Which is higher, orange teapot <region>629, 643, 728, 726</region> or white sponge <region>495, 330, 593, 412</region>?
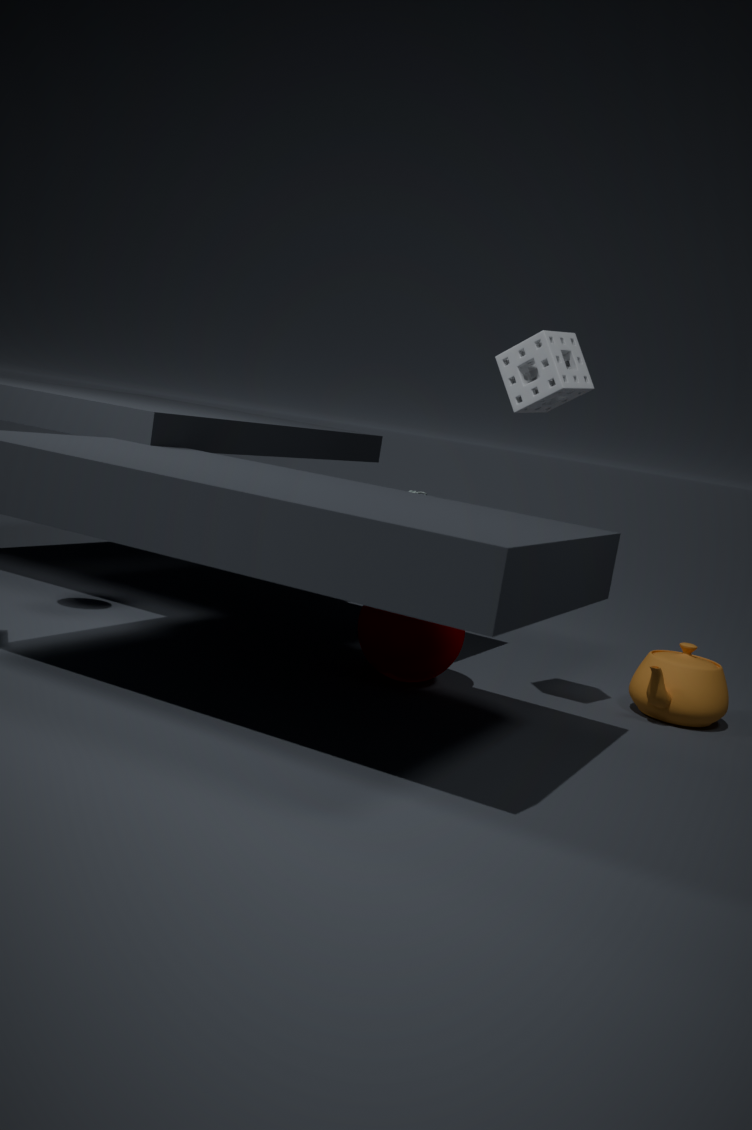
white sponge <region>495, 330, 593, 412</region>
